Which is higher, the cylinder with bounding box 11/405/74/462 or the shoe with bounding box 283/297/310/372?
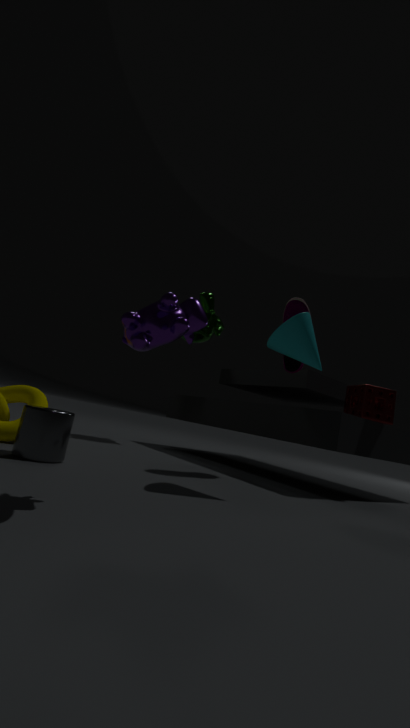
the shoe with bounding box 283/297/310/372
